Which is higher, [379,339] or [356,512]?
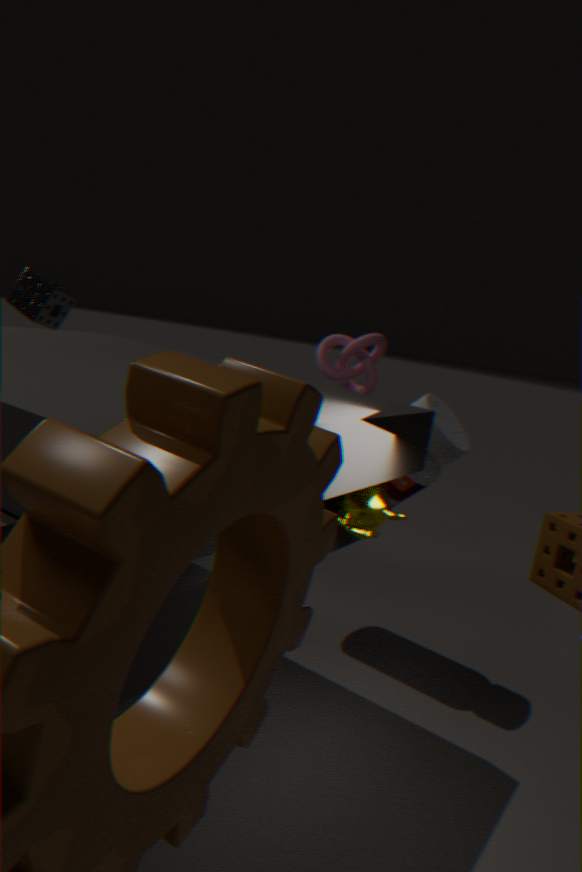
[379,339]
